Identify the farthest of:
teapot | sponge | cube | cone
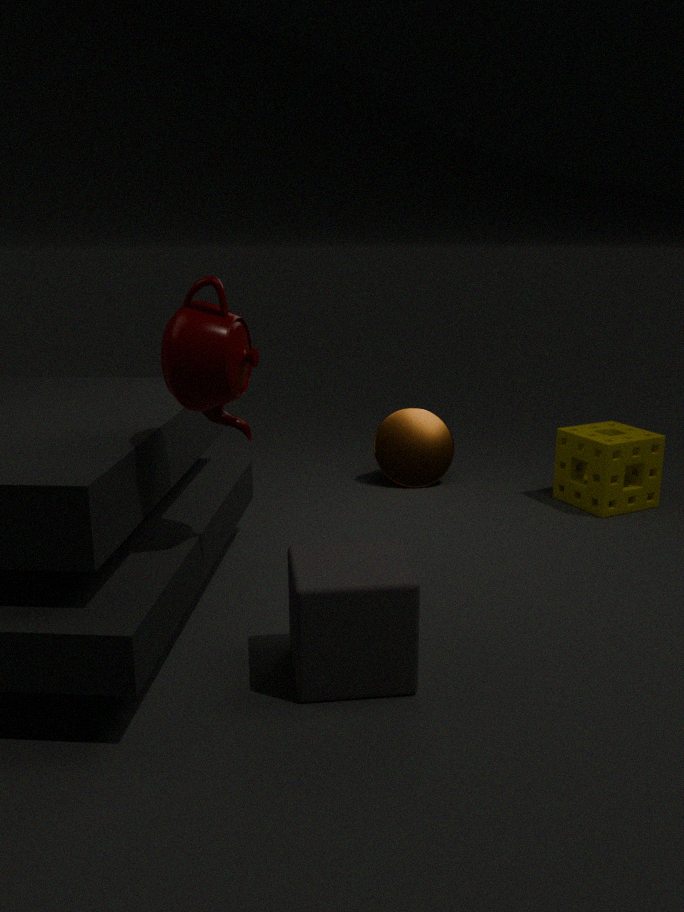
cone
